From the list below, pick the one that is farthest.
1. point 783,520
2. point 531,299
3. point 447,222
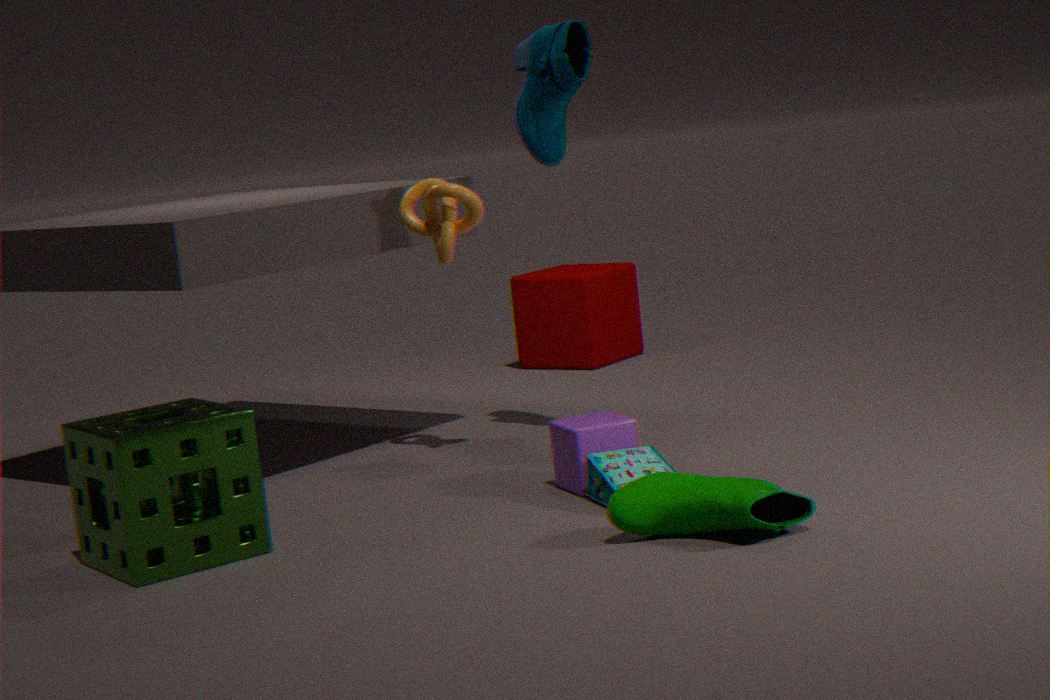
point 531,299
